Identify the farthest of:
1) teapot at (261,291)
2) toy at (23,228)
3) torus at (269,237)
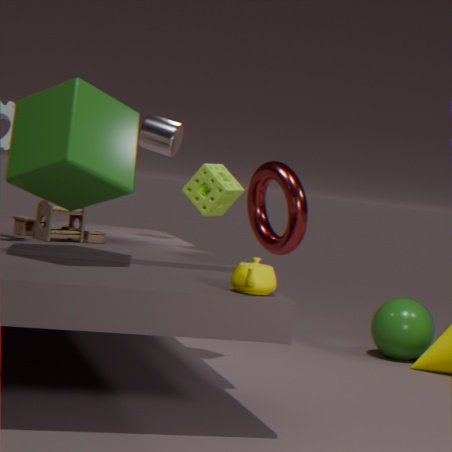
3. torus at (269,237)
